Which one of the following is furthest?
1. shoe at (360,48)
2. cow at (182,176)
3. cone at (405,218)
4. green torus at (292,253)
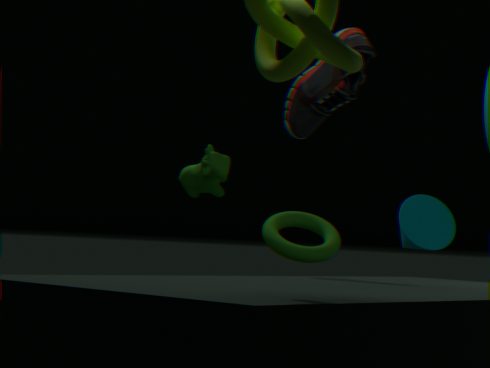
cone at (405,218)
